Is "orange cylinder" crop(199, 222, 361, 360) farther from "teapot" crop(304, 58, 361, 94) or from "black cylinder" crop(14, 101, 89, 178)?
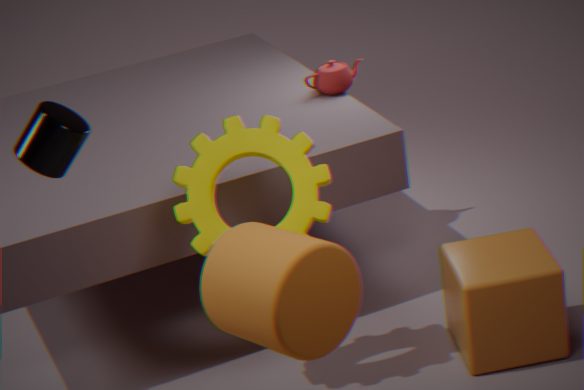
"teapot" crop(304, 58, 361, 94)
